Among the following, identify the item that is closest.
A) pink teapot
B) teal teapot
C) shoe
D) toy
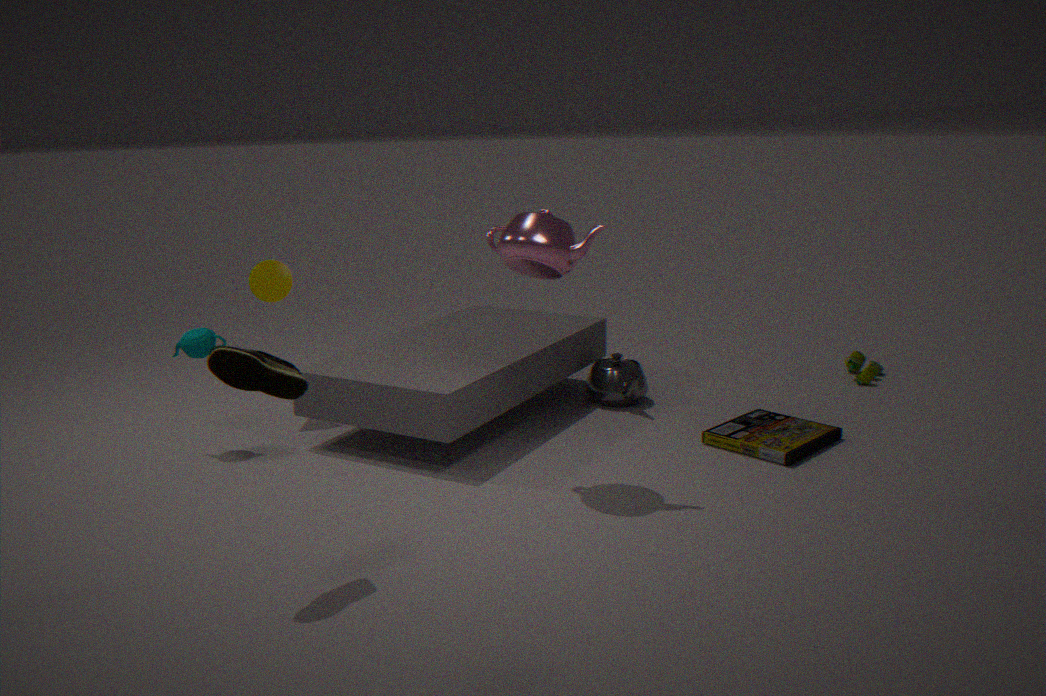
shoe
